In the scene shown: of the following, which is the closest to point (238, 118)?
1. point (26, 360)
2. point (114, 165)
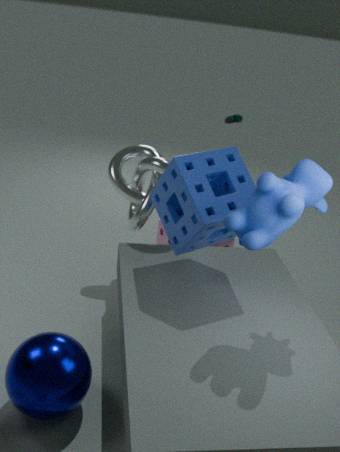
point (114, 165)
